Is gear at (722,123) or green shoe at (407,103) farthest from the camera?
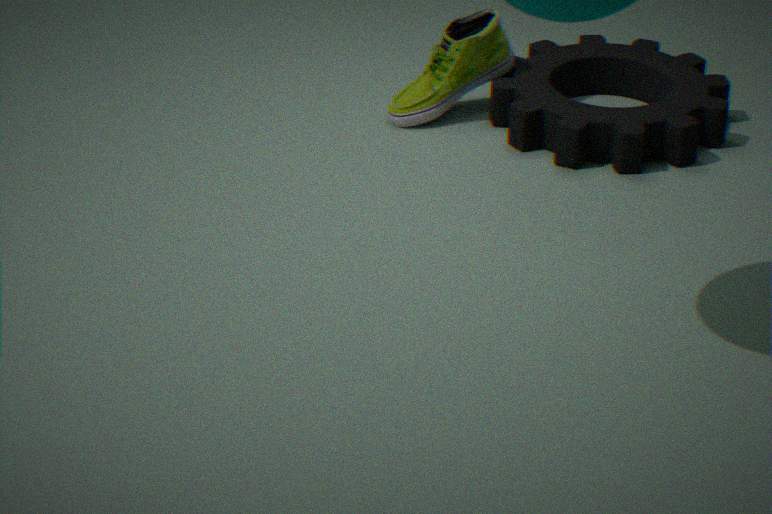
green shoe at (407,103)
